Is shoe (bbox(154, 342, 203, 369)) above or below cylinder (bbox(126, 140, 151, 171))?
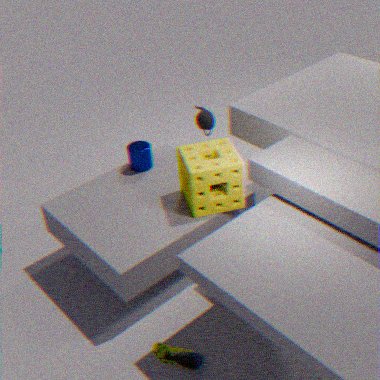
below
